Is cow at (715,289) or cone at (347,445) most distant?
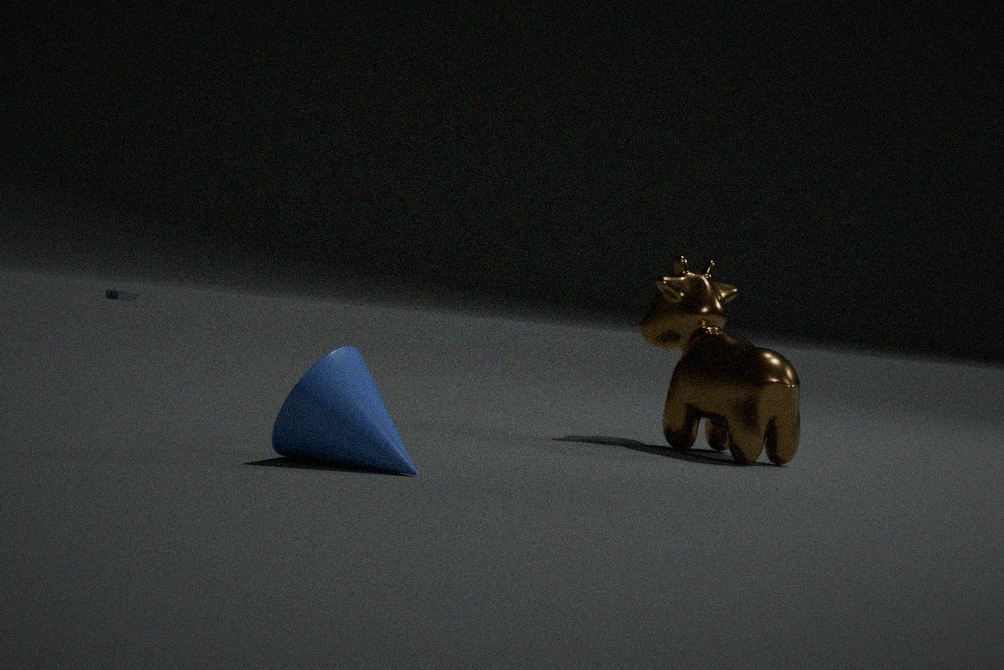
cow at (715,289)
